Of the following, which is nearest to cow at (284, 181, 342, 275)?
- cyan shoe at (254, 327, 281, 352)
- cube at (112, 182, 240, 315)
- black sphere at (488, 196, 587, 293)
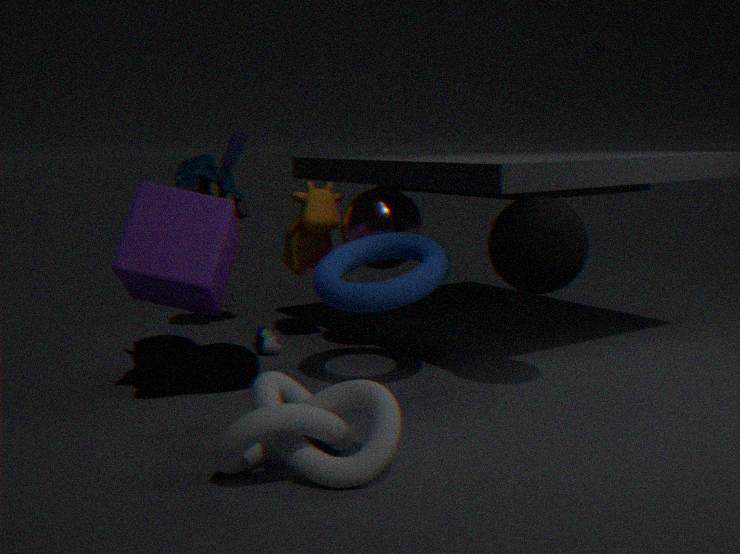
cyan shoe at (254, 327, 281, 352)
